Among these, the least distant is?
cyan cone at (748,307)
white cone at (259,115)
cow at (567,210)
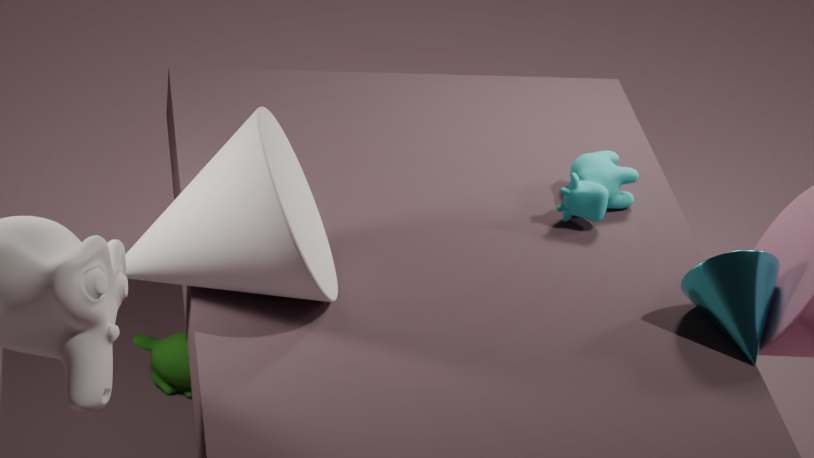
white cone at (259,115)
